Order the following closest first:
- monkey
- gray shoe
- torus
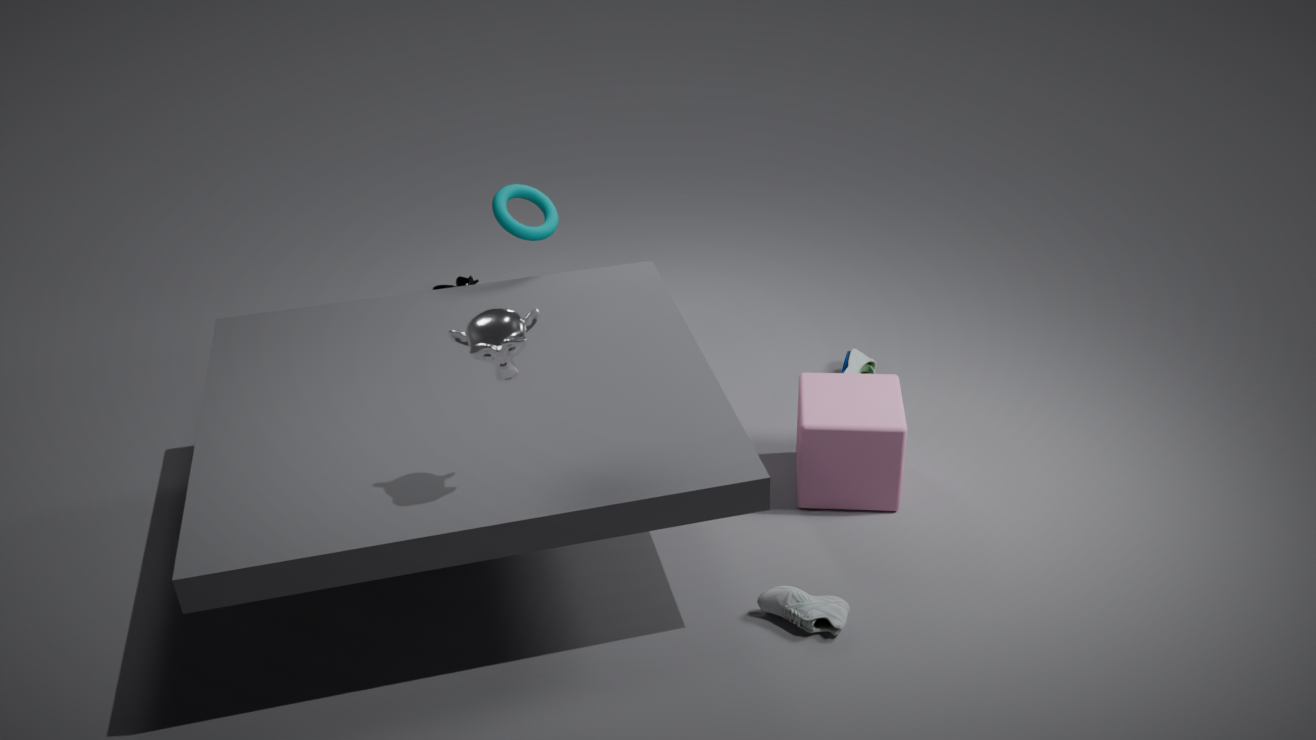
monkey < gray shoe < torus
